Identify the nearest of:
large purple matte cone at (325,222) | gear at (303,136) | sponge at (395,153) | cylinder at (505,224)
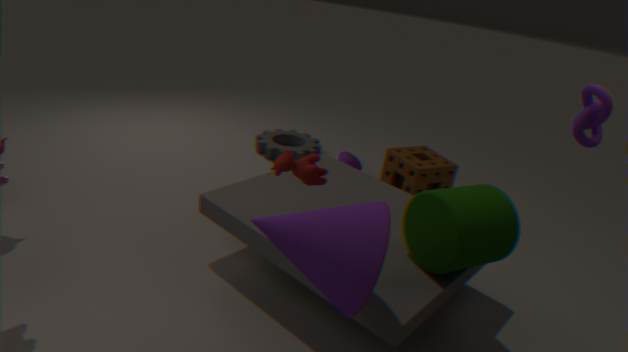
large purple matte cone at (325,222)
